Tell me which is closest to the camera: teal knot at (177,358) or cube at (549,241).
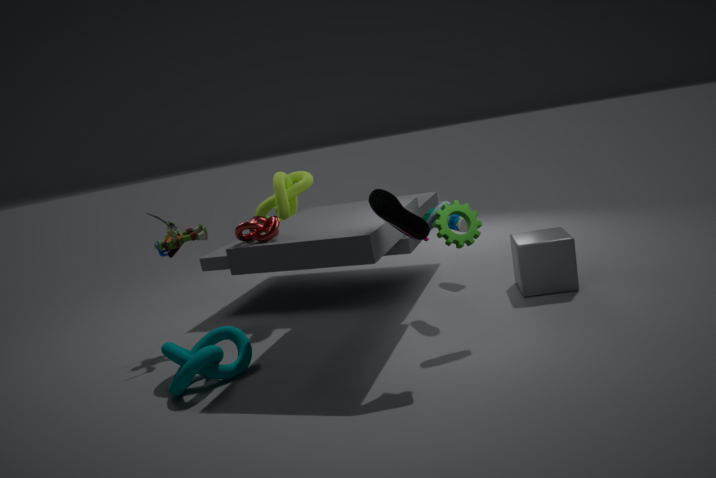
teal knot at (177,358)
